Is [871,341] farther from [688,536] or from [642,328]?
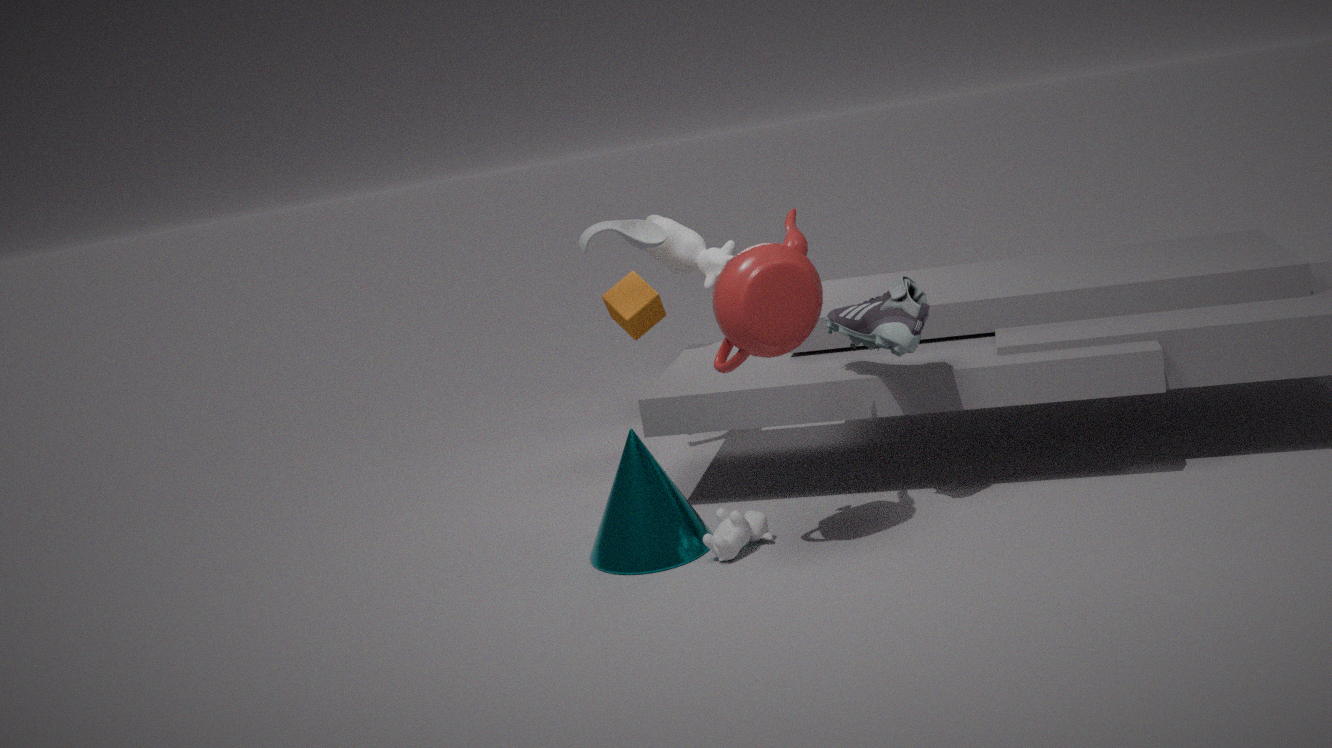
[642,328]
